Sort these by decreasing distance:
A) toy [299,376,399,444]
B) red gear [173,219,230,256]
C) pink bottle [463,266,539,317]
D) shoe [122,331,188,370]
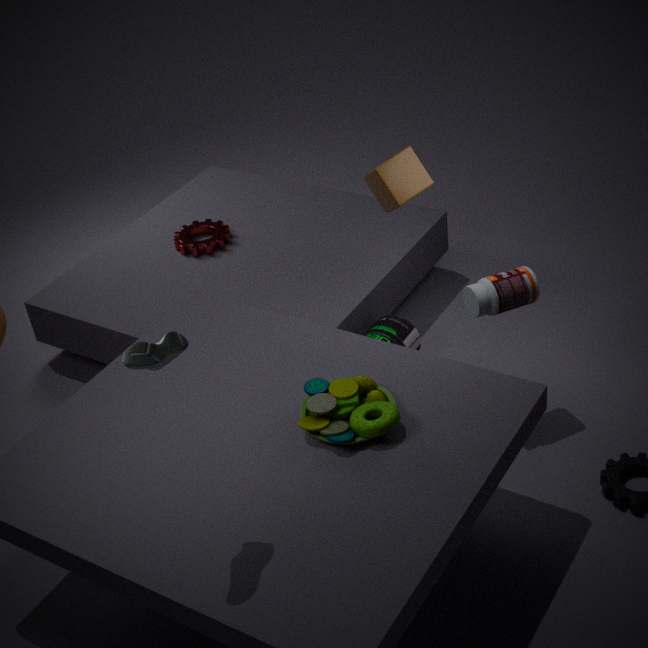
red gear [173,219,230,256]
pink bottle [463,266,539,317]
toy [299,376,399,444]
shoe [122,331,188,370]
